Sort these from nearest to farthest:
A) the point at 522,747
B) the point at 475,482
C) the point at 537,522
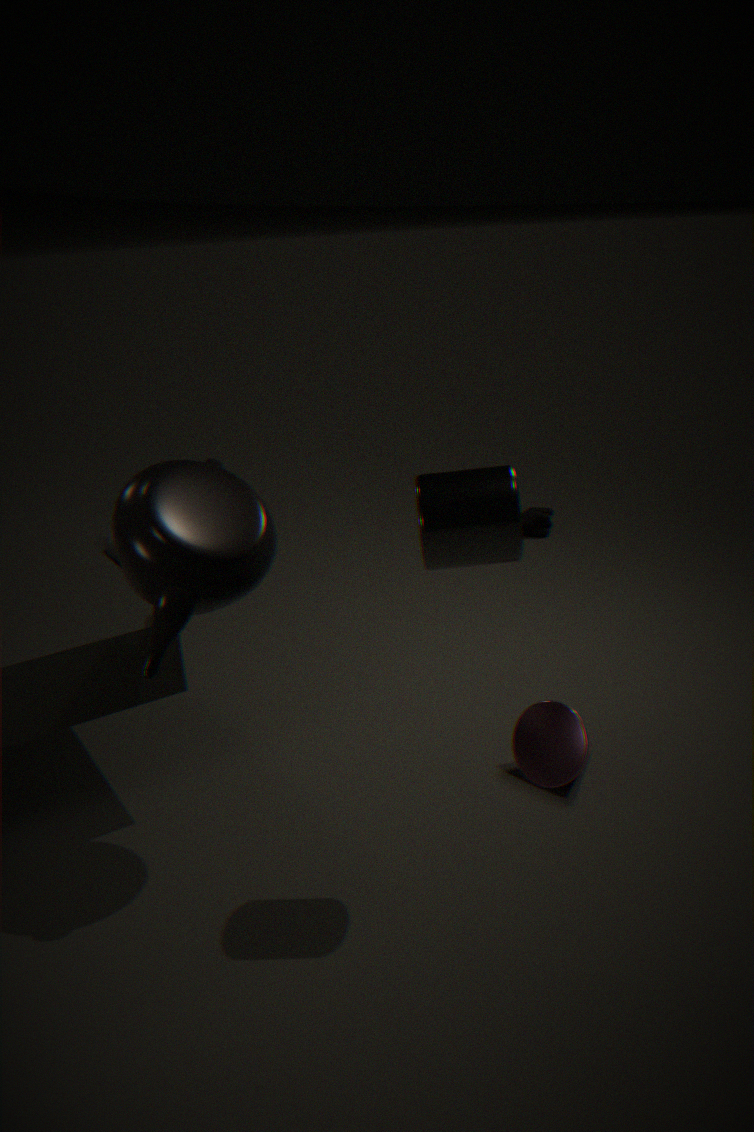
the point at 475,482
the point at 522,747
the point at 537,522
